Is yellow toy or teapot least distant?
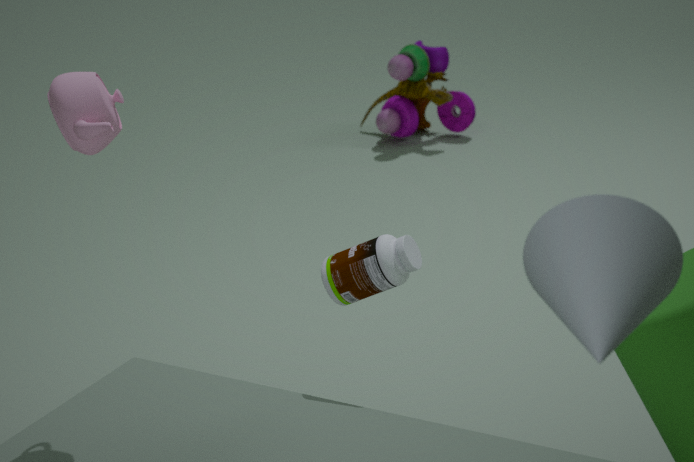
teapot
